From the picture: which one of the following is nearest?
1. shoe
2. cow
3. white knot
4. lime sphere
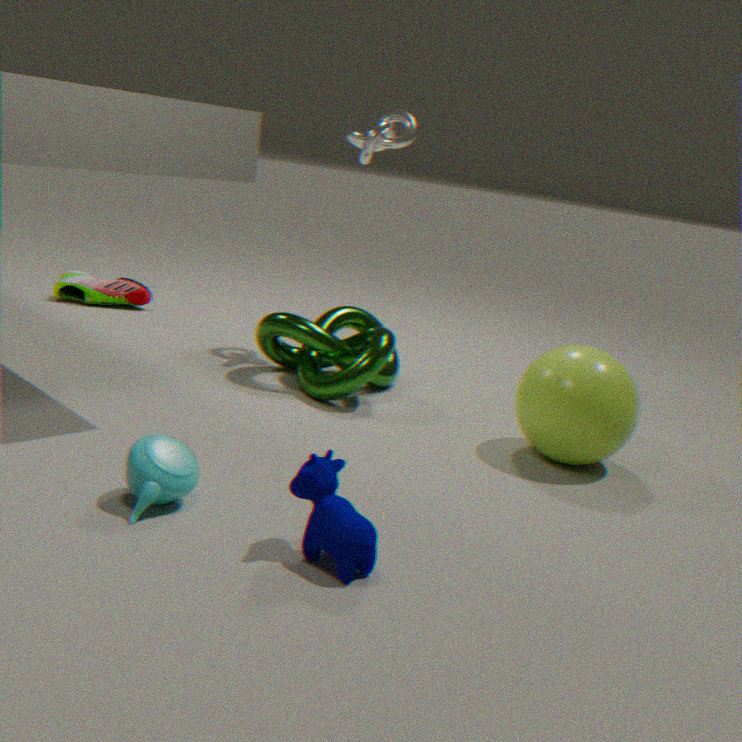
cow
